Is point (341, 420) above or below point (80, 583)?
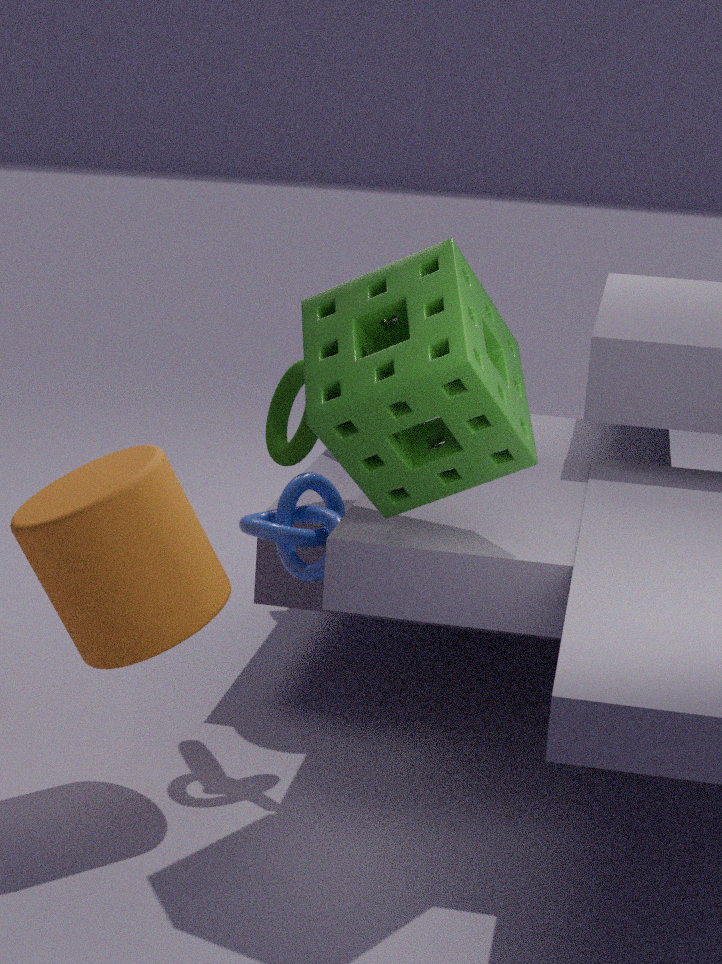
above
